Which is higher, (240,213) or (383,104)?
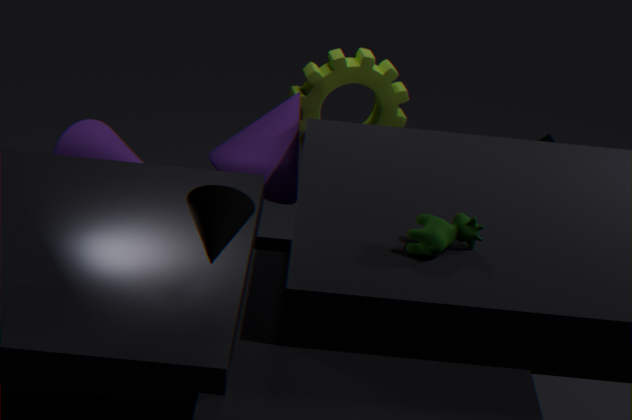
(240,213)
